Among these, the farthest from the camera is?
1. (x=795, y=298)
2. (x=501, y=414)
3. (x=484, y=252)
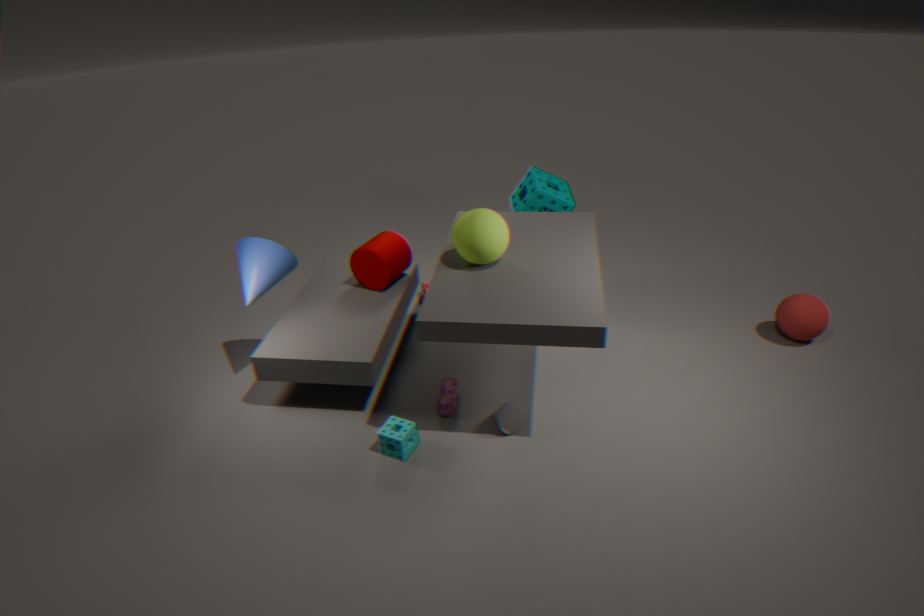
(x=795, y=298)
